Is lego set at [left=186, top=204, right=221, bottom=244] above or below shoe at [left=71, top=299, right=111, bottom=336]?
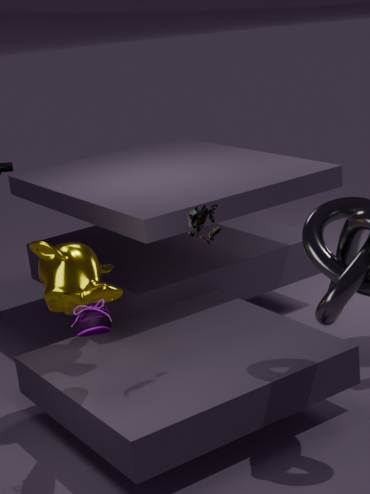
above
